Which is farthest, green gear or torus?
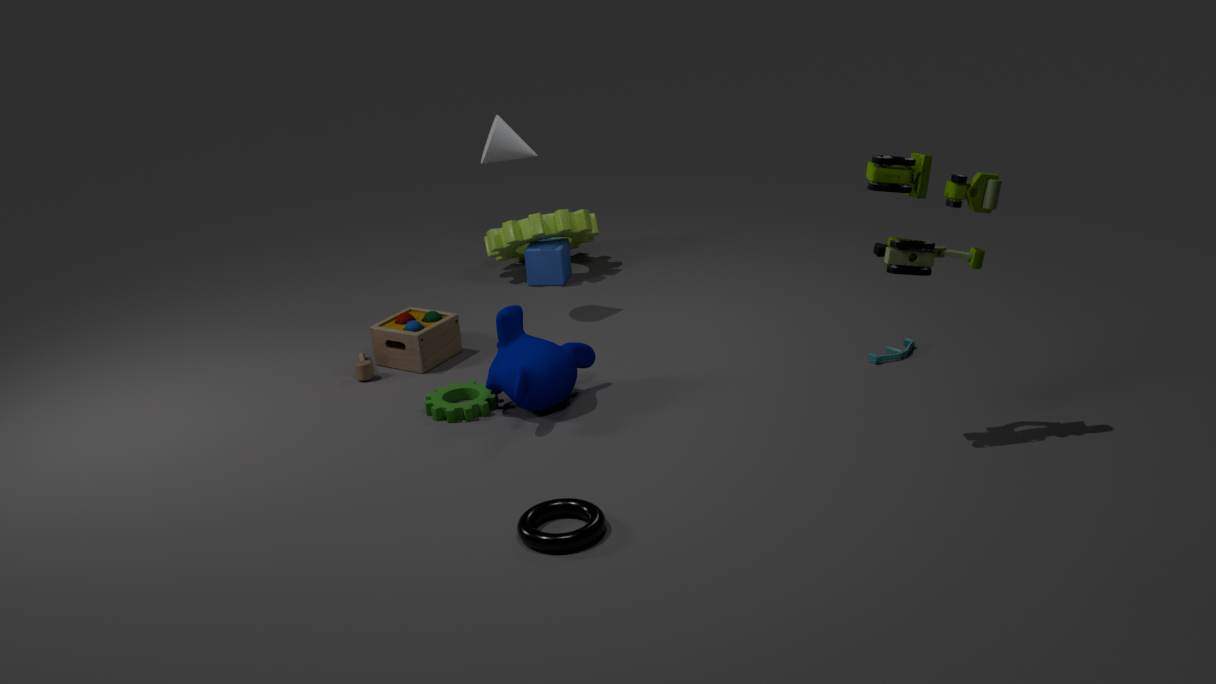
green gear
